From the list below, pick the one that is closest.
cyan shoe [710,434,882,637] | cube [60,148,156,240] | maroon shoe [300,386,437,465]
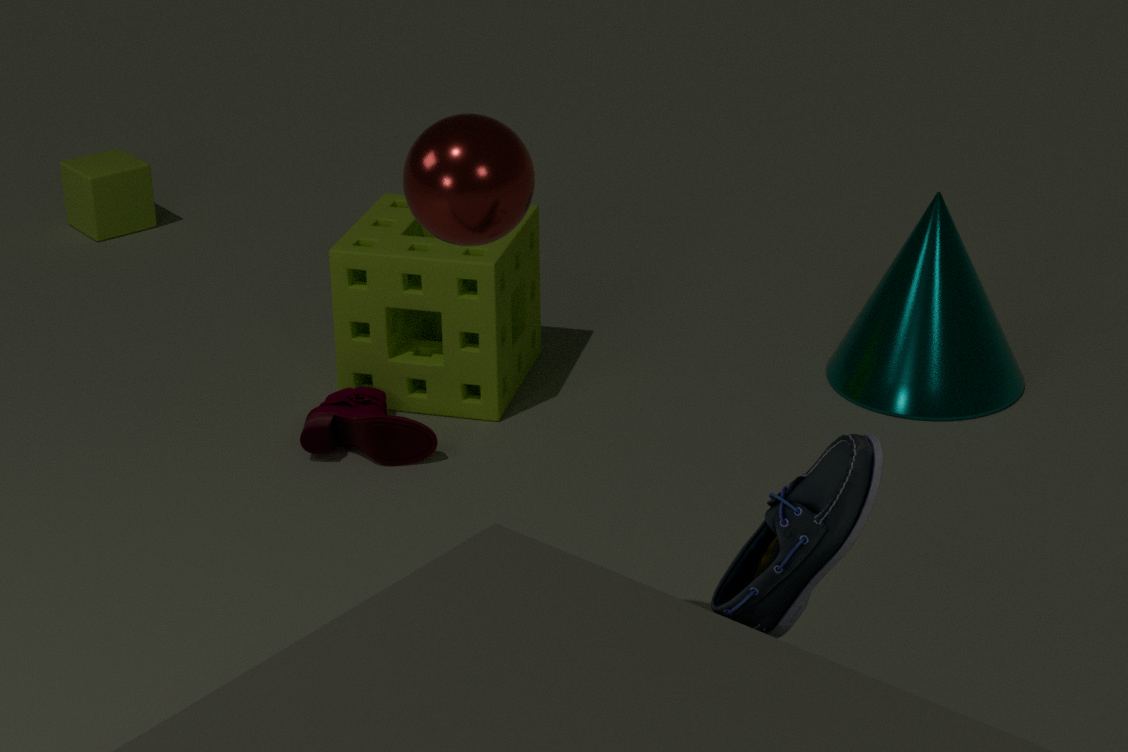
cyan shoe [710,434,882,637]
